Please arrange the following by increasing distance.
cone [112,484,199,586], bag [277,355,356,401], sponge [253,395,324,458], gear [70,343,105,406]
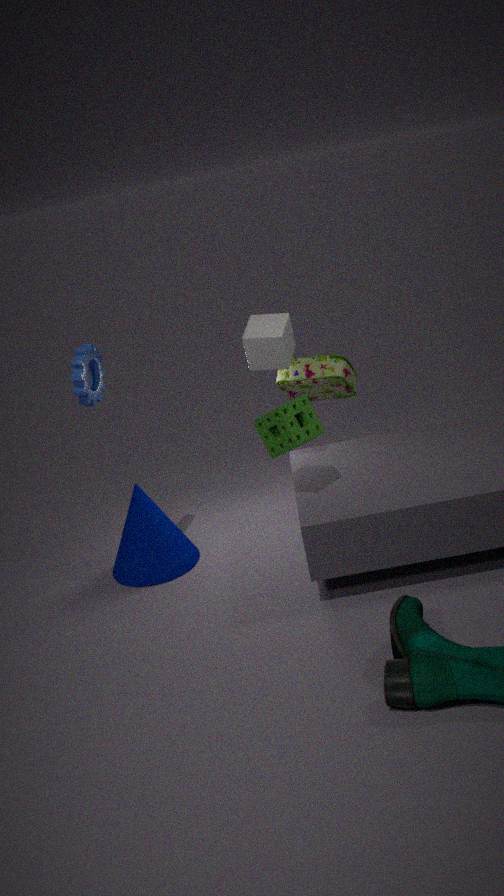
sponge [253,395,324,458], gear [70,343,105,406], cone [112,484,199,586], bag [277,355,356,401]
